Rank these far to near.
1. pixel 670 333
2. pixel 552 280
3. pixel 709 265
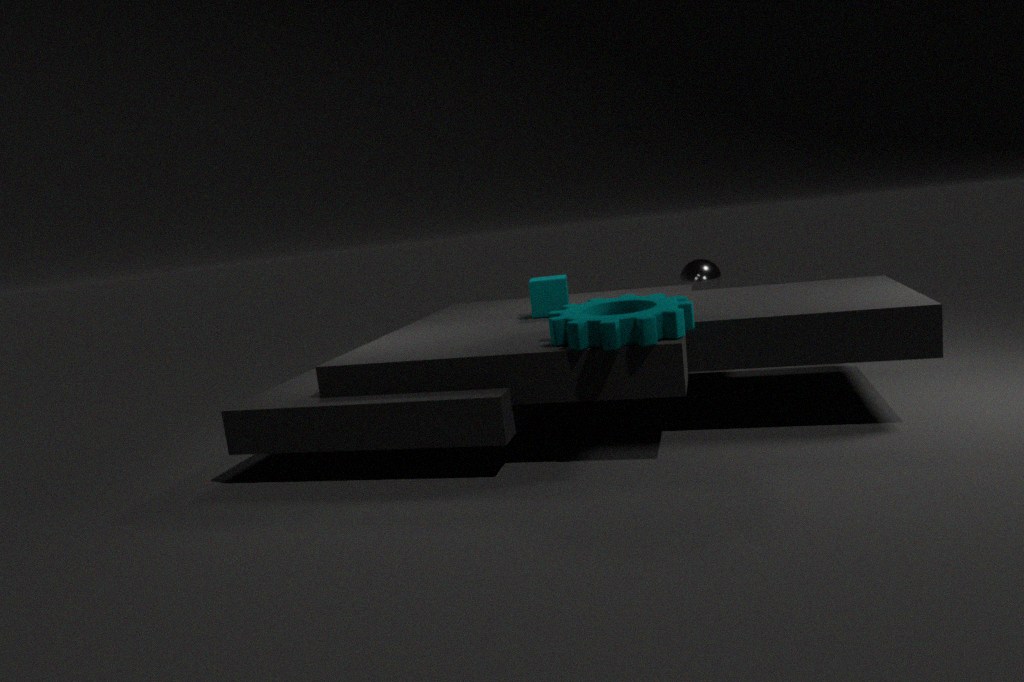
pixel 709 265
pixel 552 280
pixel 670 333
